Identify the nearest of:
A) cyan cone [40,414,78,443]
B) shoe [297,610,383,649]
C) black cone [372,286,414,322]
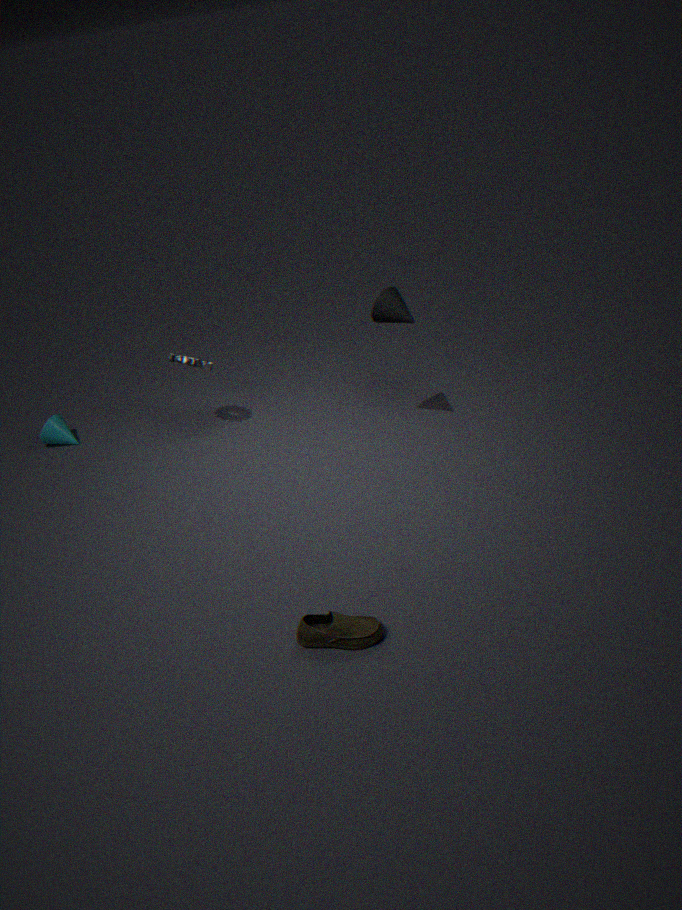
shoe [297,610,383,649]
